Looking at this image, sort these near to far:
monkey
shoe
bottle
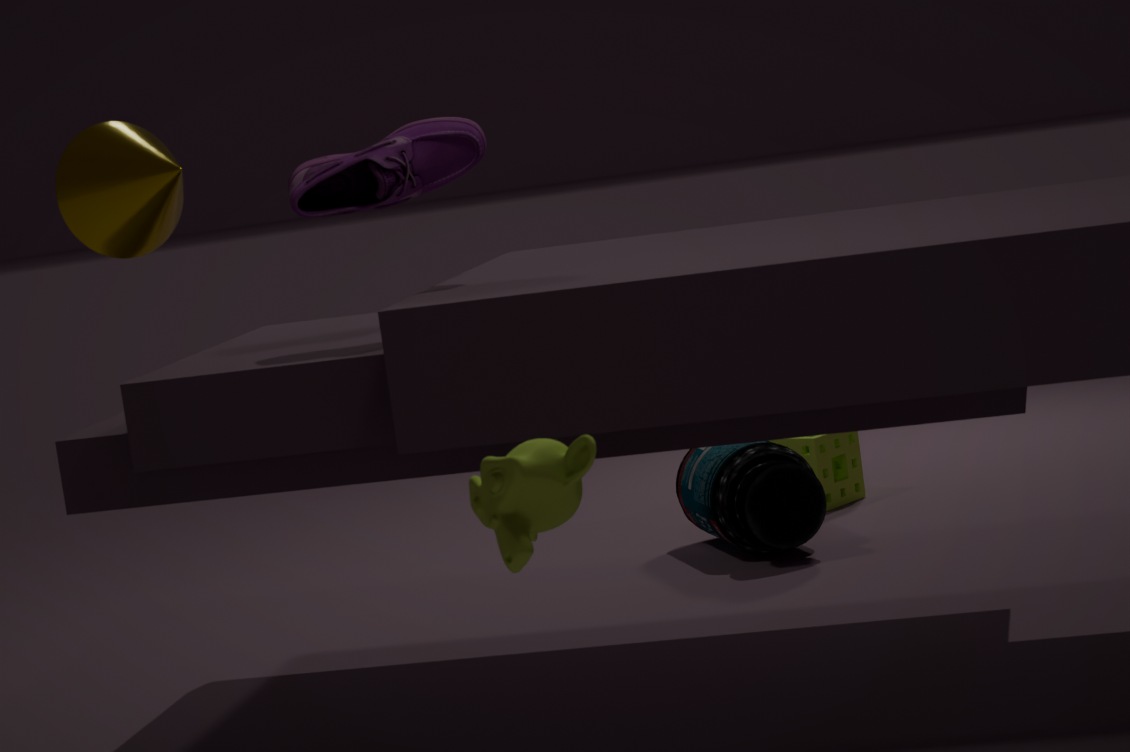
monkey, shoe, bottle
